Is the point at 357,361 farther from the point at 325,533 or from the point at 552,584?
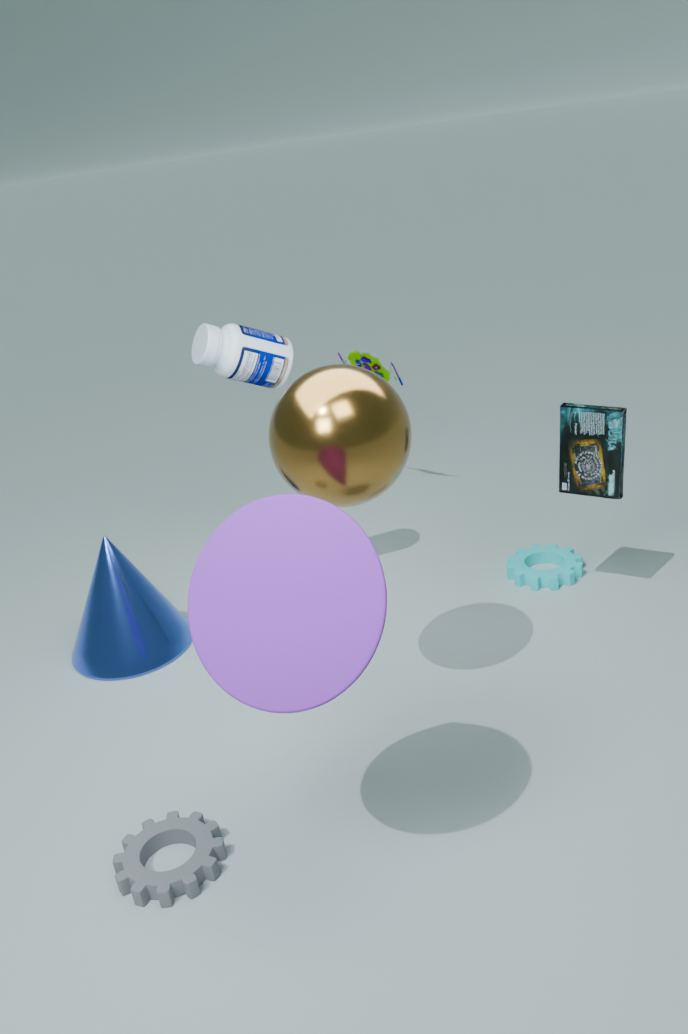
the point at 325,533
